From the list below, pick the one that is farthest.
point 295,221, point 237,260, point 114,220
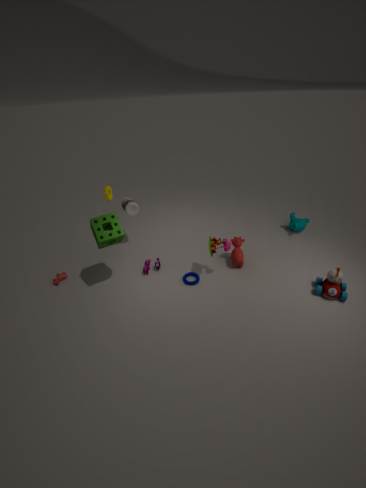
point 295,221
